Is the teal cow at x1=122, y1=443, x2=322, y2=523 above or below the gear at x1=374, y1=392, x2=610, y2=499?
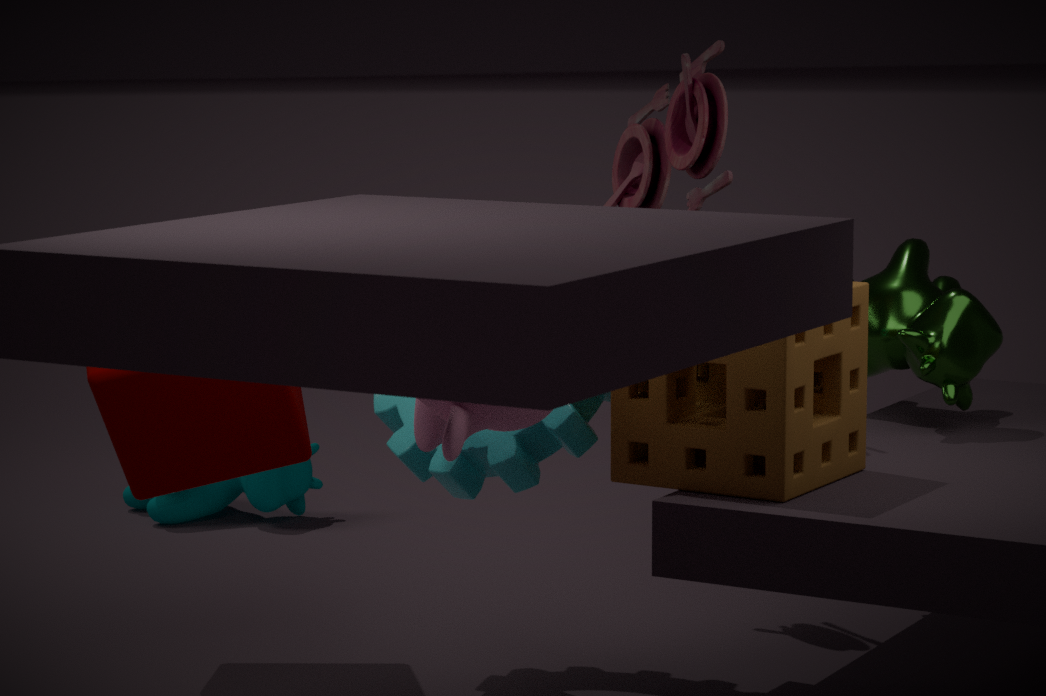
below
